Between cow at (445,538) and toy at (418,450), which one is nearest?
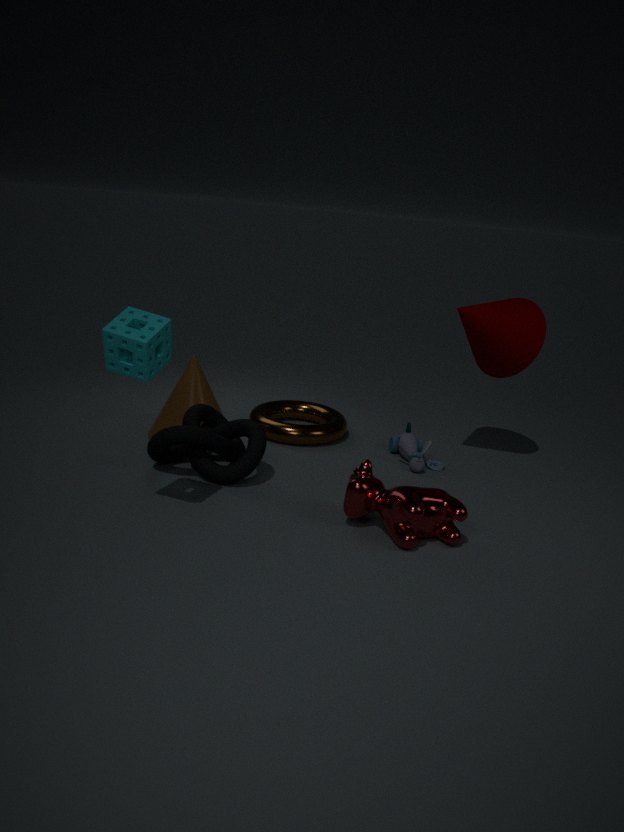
cow at (445,538)
